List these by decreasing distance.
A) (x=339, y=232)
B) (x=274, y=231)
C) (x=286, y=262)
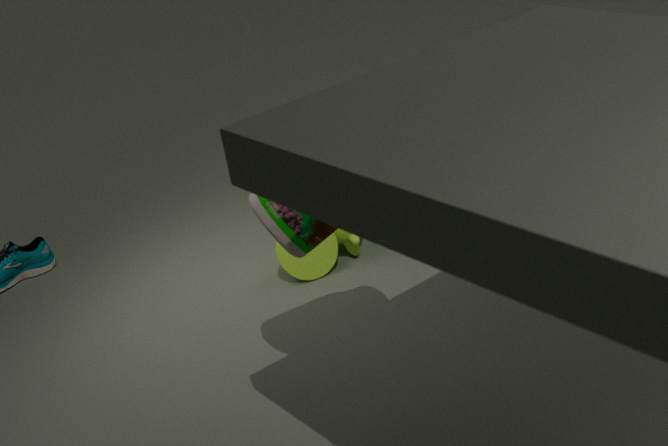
(x=339, y=232) → (x=286, y=262) → (x=274, y=231)
